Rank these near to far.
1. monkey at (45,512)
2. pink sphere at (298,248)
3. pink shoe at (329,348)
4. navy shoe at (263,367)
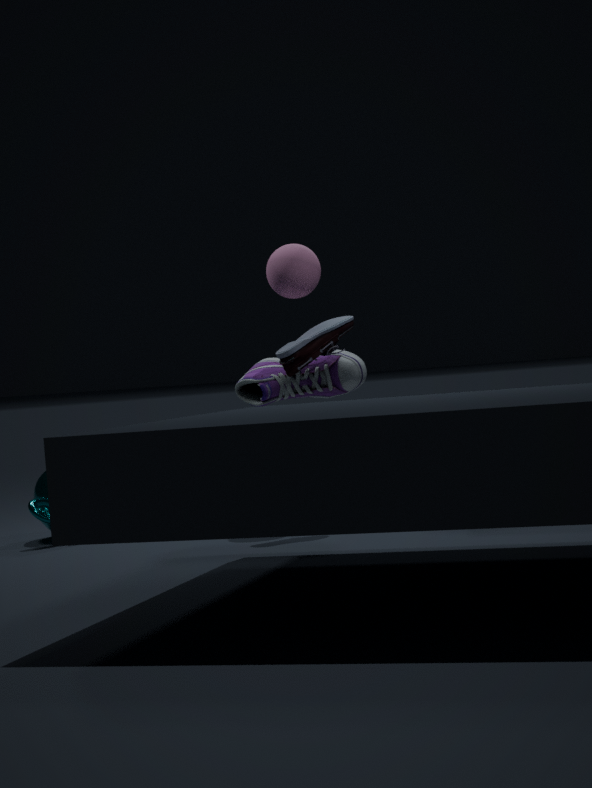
pink shoe at (329,348) → monkey at (45,512) → navy shoe at (263,367) → pink sphere at (298,248)
